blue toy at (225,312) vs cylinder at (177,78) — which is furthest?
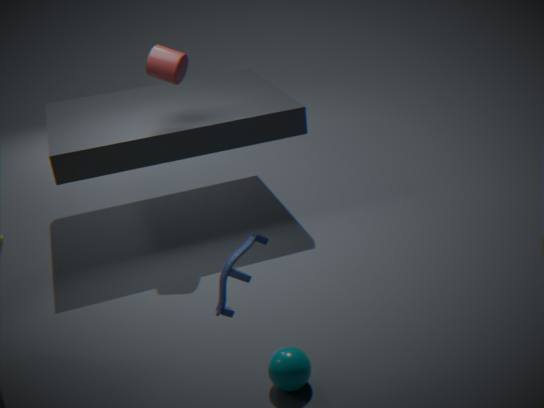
cylinder at (177,78)
